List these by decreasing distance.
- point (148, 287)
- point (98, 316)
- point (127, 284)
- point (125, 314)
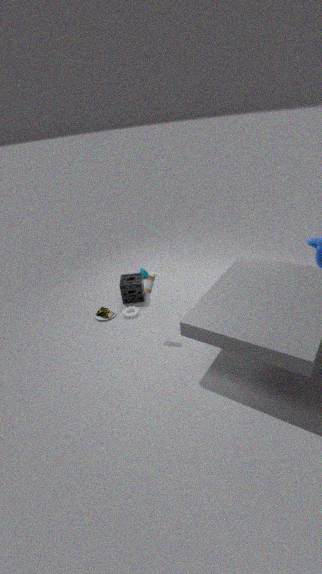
point (127, 284) → point (98, 316) → point (125, 314) → point (148, 287)
